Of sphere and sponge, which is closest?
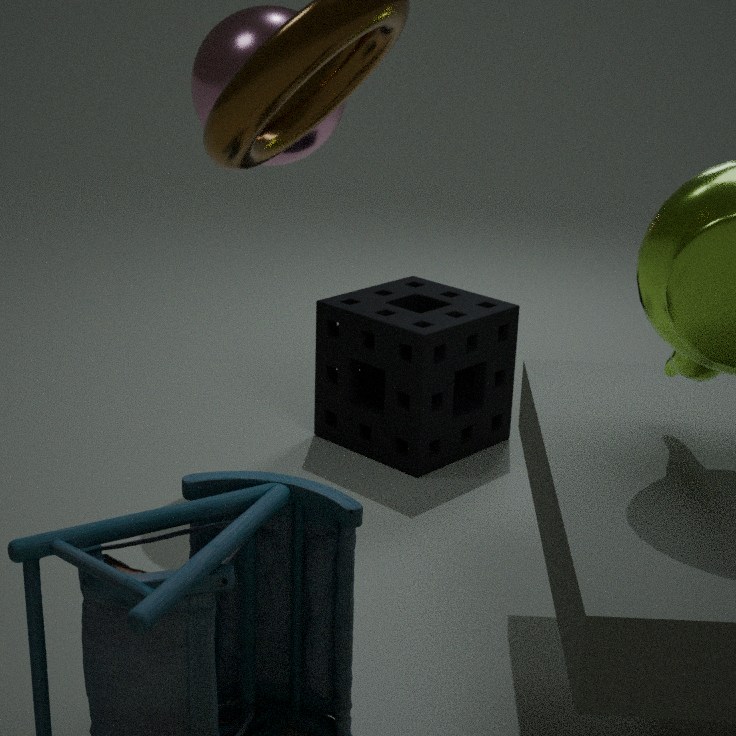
sphere
